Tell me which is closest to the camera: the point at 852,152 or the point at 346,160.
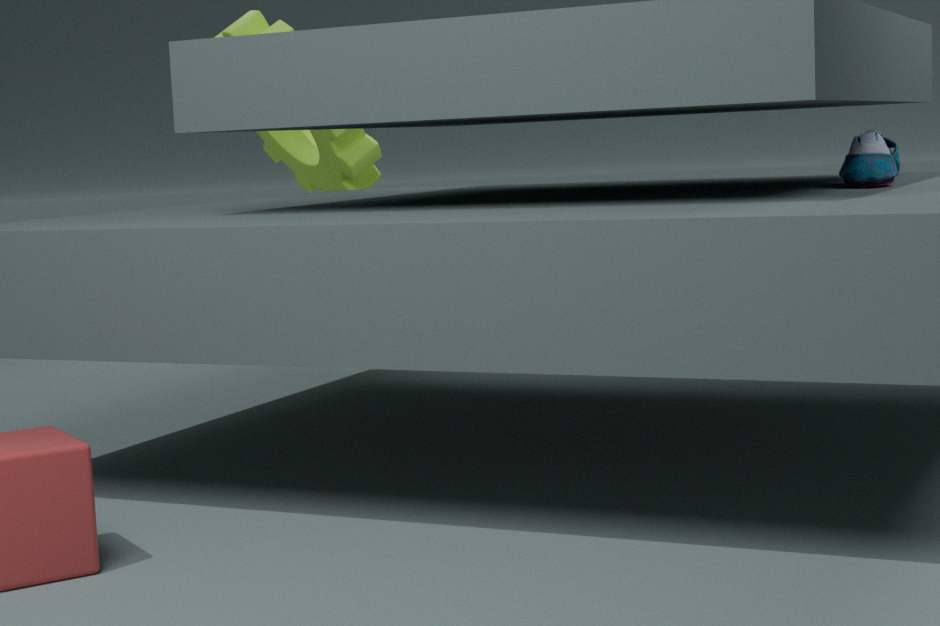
the point at 852,152
